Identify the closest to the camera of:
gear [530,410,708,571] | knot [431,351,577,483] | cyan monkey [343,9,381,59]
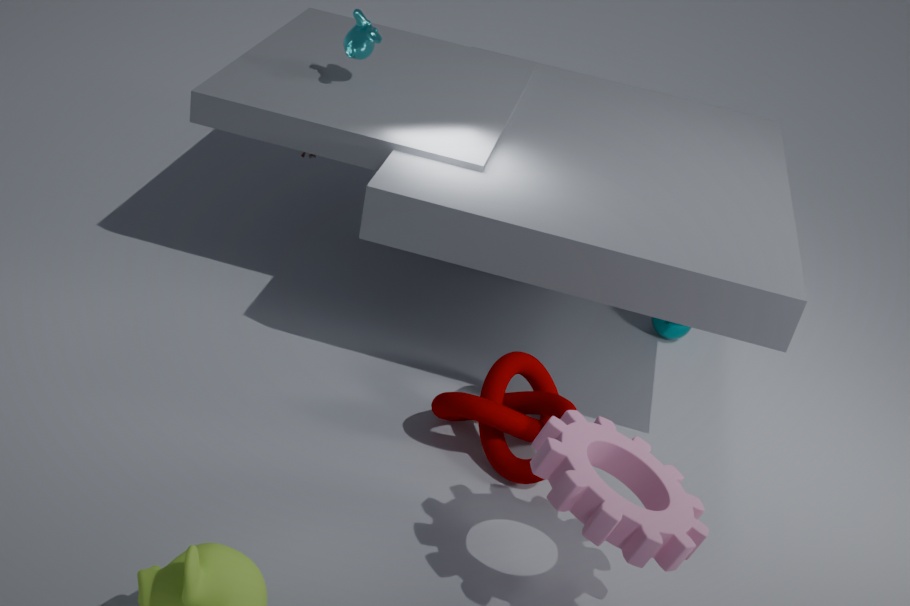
gear [530,410,708,571]
